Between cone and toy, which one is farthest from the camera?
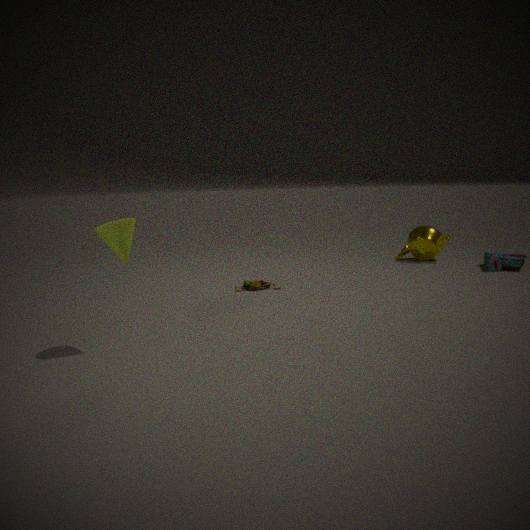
toy
